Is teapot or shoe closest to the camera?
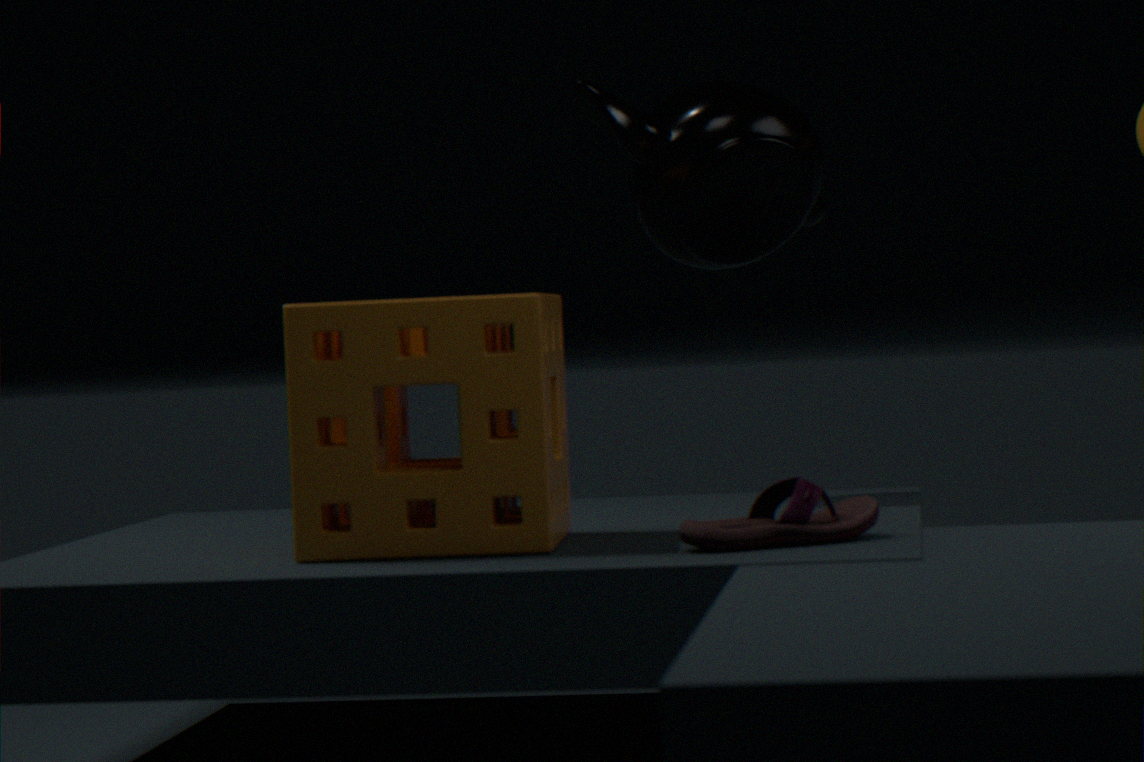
shoe
